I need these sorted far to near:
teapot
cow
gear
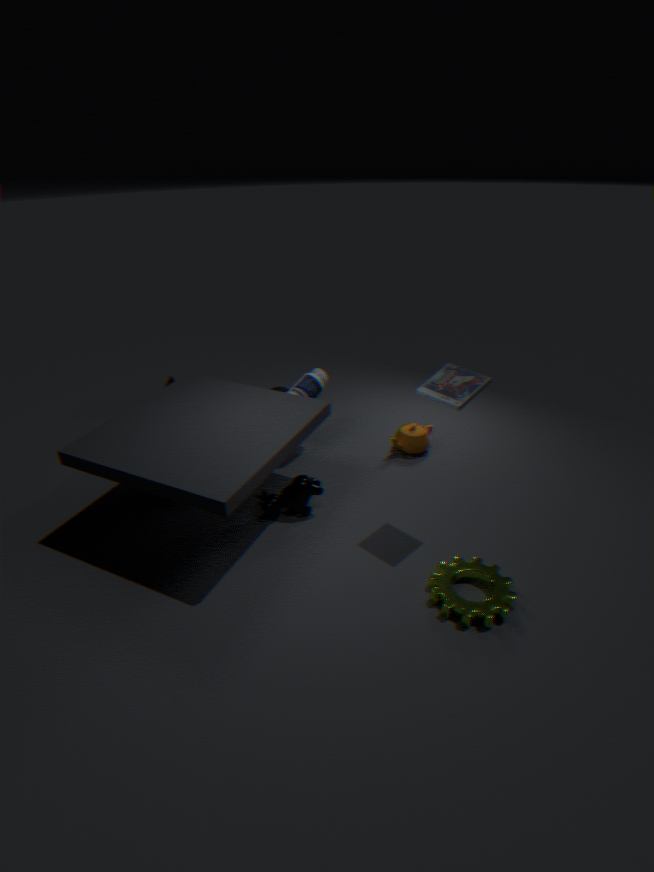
teapot < cow < gear
